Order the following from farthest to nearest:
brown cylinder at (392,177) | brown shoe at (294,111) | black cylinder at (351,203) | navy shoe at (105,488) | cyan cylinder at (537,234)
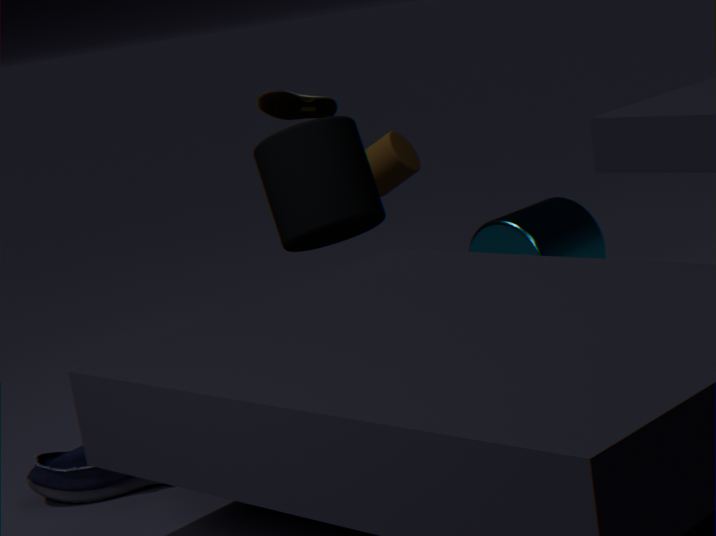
brown cylinder at (392,177) < cyan cylinder at (537,234) < brown shoe at (294,111) < black cylinder at (351,203) < navy shoe at (105,488)
